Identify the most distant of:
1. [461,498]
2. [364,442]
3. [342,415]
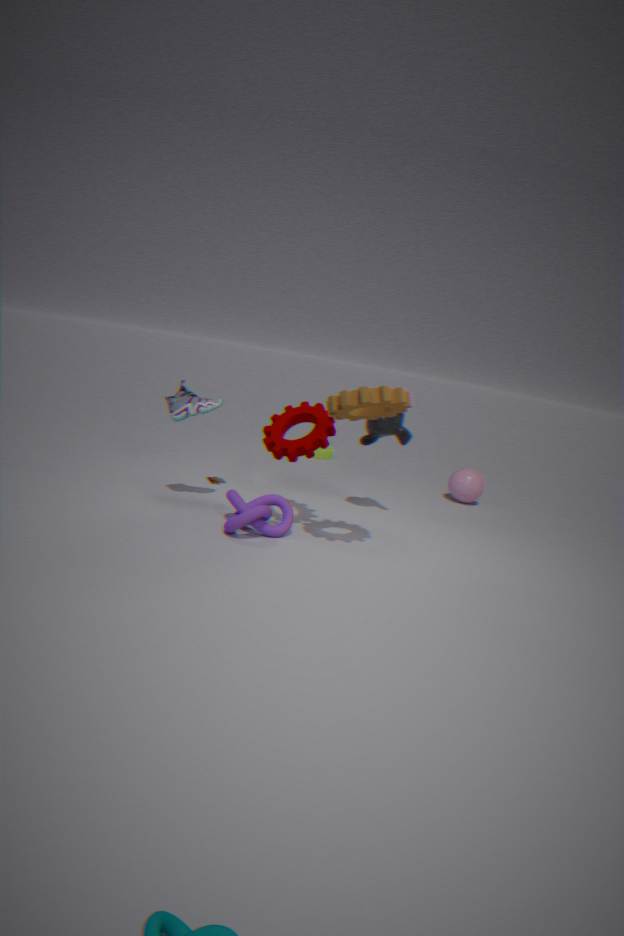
[461,498]
